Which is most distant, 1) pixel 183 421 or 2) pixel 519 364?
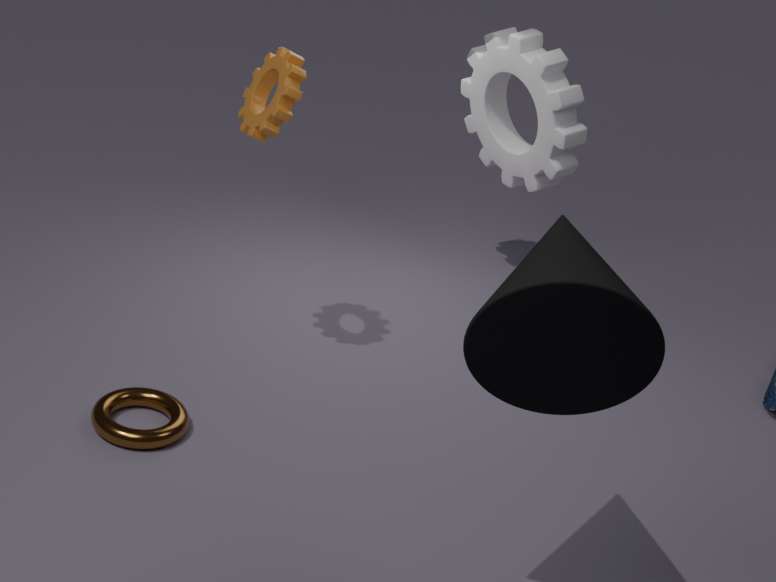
1. pixel 183 421
